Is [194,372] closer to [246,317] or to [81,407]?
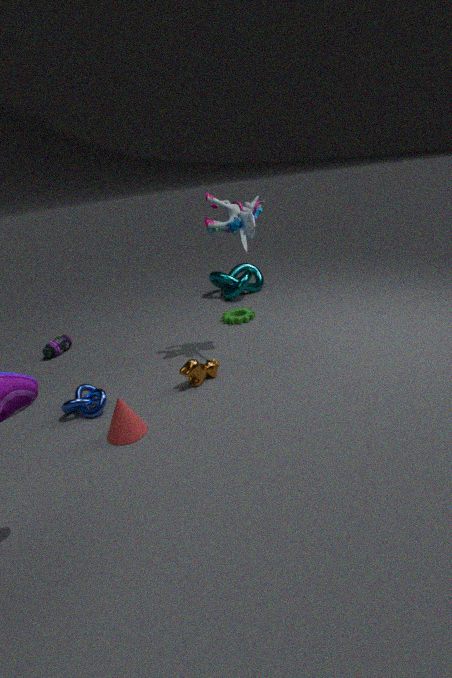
[81,407]
